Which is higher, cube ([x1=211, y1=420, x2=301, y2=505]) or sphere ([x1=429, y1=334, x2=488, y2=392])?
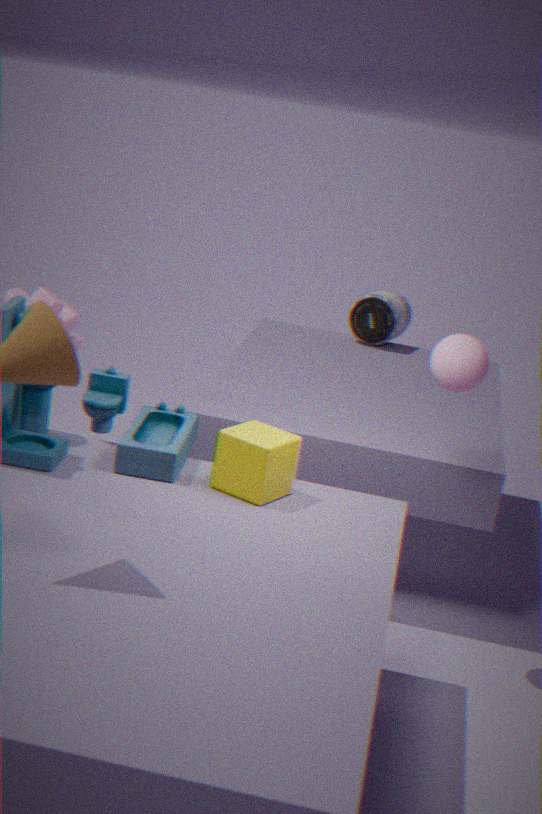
sphere ([x1=429, y1=334, x2=488, y2=392])
